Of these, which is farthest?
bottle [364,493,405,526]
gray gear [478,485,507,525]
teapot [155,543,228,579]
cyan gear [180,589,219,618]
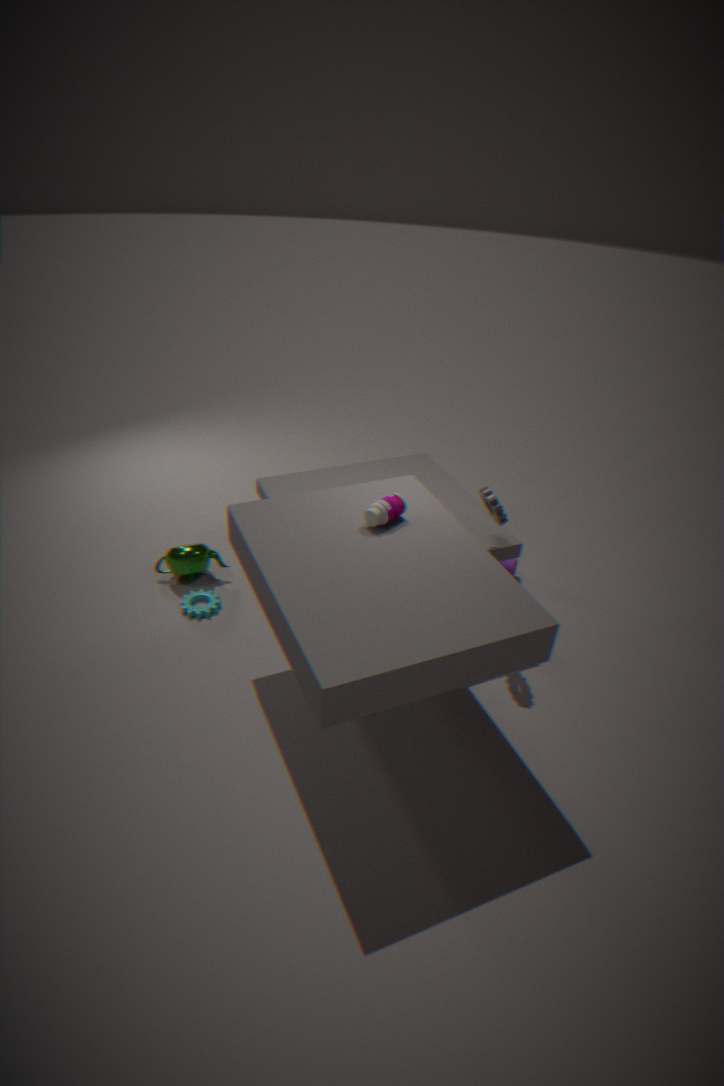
teapot [155,543,228,579]
